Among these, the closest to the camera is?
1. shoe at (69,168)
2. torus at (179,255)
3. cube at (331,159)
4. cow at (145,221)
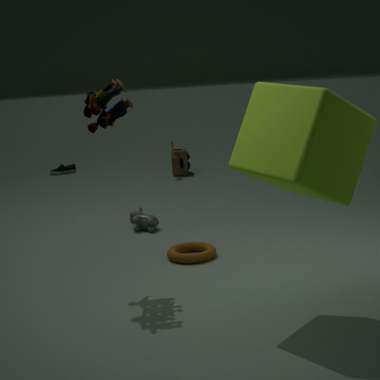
cube at (331,159)
